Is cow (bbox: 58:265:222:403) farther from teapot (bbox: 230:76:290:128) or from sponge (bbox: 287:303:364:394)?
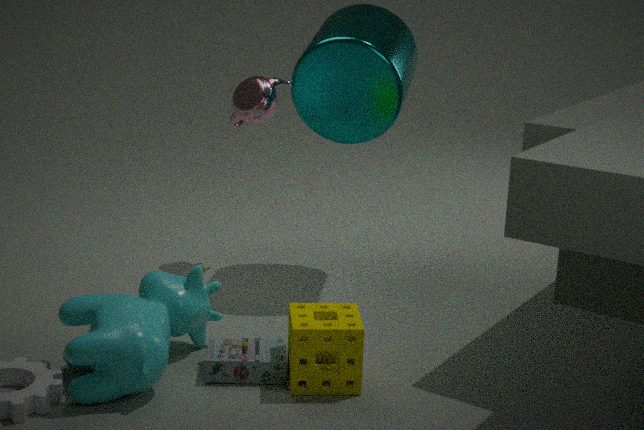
teapot (bbox: 230:76:290:128)
